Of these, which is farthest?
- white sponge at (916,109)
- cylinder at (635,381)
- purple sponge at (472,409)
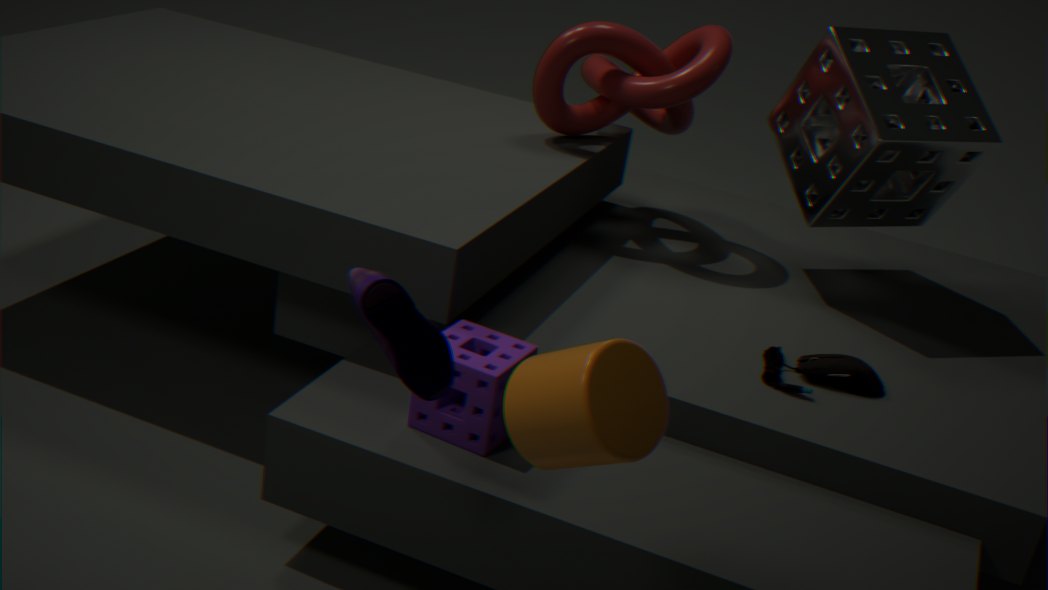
white sponge at (916,109)
